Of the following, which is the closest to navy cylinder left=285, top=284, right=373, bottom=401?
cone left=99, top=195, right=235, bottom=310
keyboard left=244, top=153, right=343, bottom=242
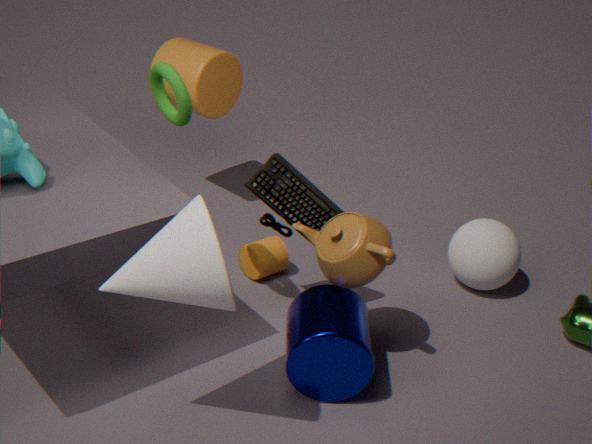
keyboard left=244, top=153, right=343, bottom=242
